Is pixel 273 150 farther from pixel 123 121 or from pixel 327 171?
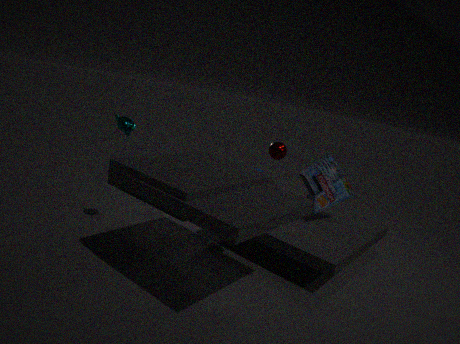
pixel 123 121
